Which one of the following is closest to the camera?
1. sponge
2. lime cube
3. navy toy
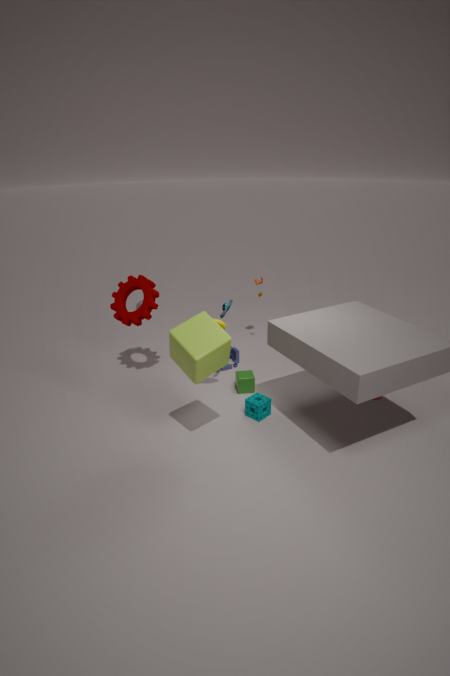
lime cube
